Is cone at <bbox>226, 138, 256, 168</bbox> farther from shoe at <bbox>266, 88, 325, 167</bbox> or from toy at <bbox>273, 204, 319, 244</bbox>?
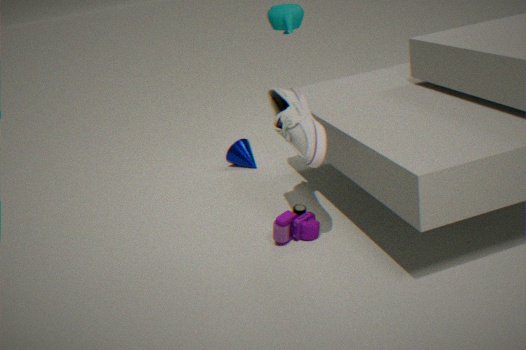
shoe at <bbox>266, 88, 325, 167</bbox>
